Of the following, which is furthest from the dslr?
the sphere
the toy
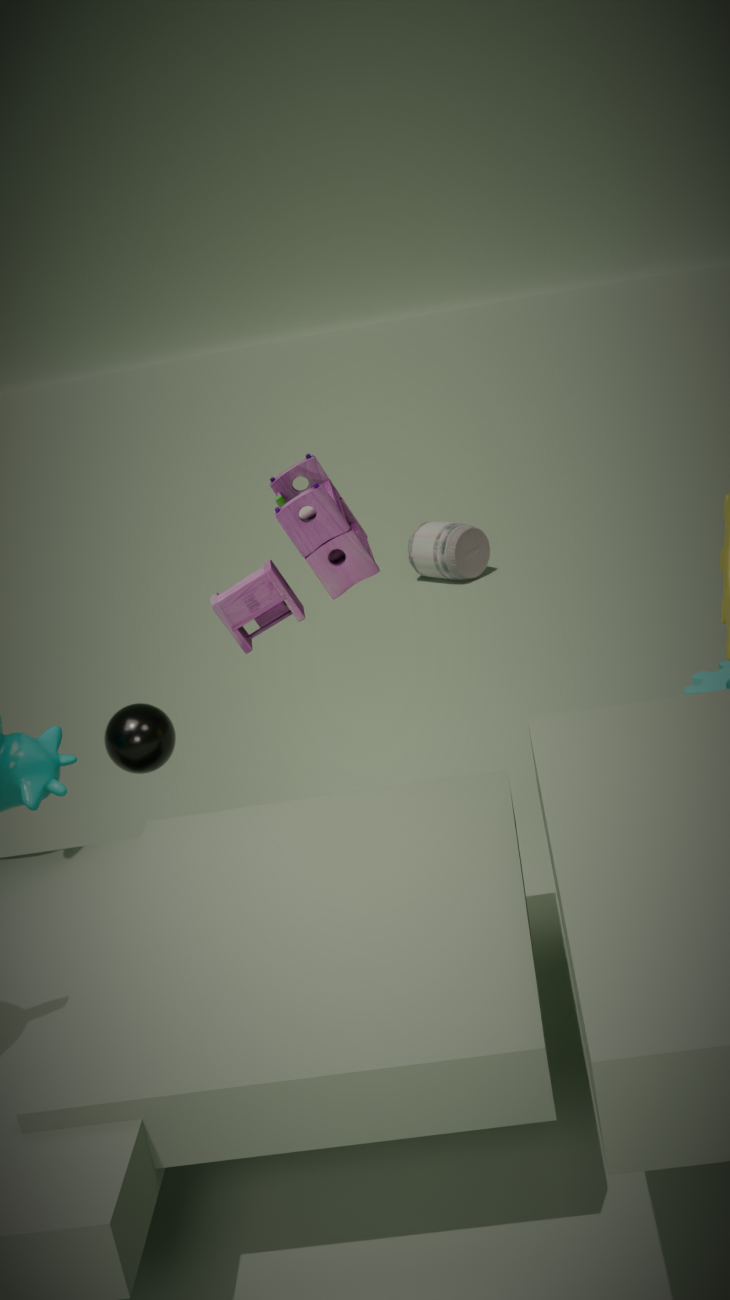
the sphere
